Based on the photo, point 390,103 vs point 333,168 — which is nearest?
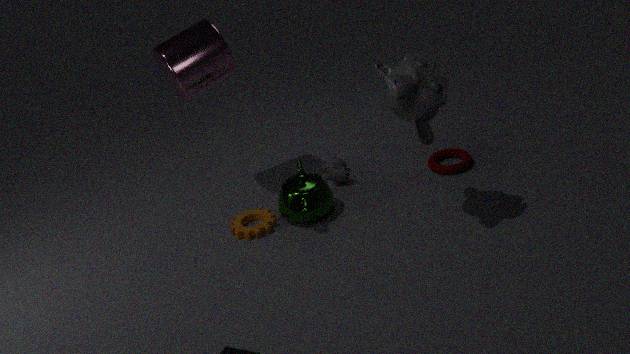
point 390,103
